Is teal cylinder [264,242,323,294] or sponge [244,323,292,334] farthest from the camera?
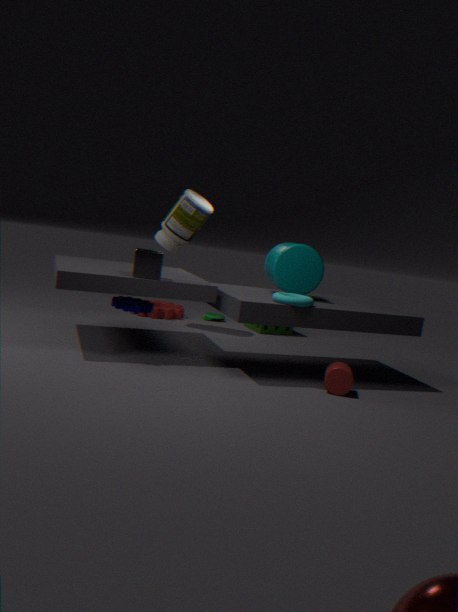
sponge [244,323,292,334]
